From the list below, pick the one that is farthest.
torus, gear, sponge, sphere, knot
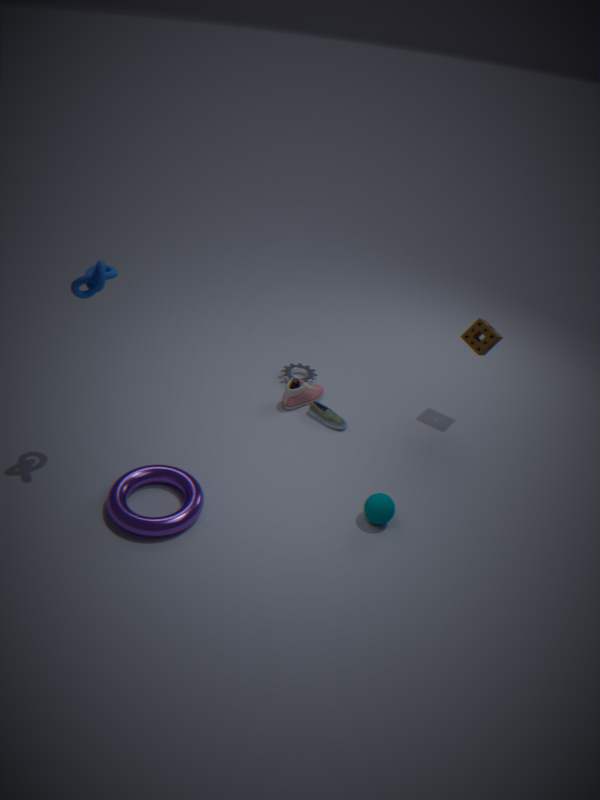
gear
